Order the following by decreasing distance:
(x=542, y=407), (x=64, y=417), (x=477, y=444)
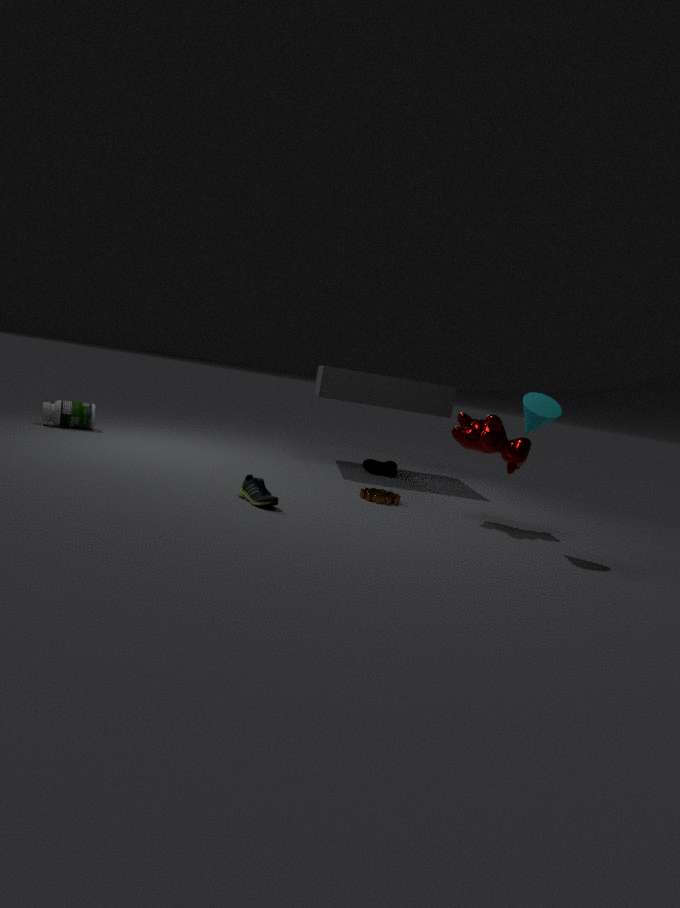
(x=64, y=417)
(x=477, y=444)
(x=542, y=407)
